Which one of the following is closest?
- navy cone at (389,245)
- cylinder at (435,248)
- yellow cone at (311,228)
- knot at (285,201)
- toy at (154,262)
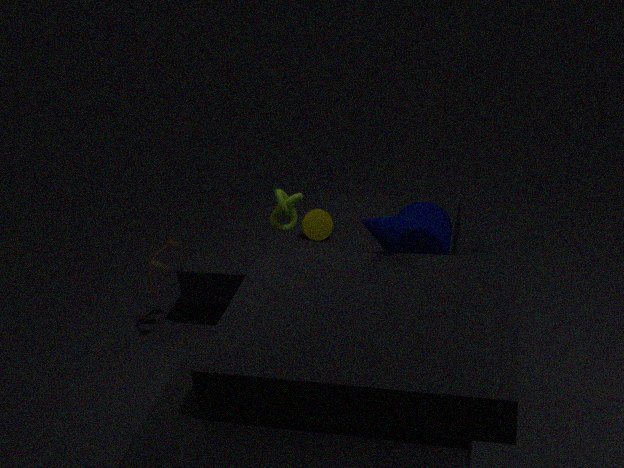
navy cone at (389,245)
